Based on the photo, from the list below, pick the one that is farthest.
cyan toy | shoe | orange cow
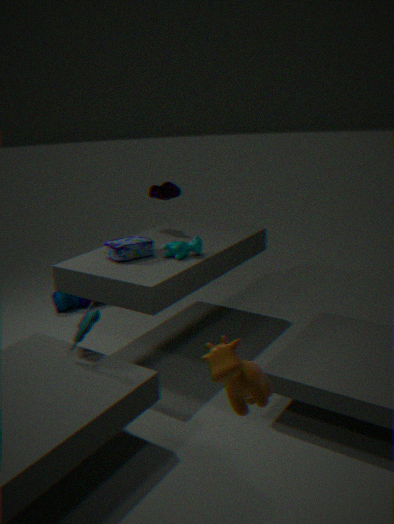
shoe
